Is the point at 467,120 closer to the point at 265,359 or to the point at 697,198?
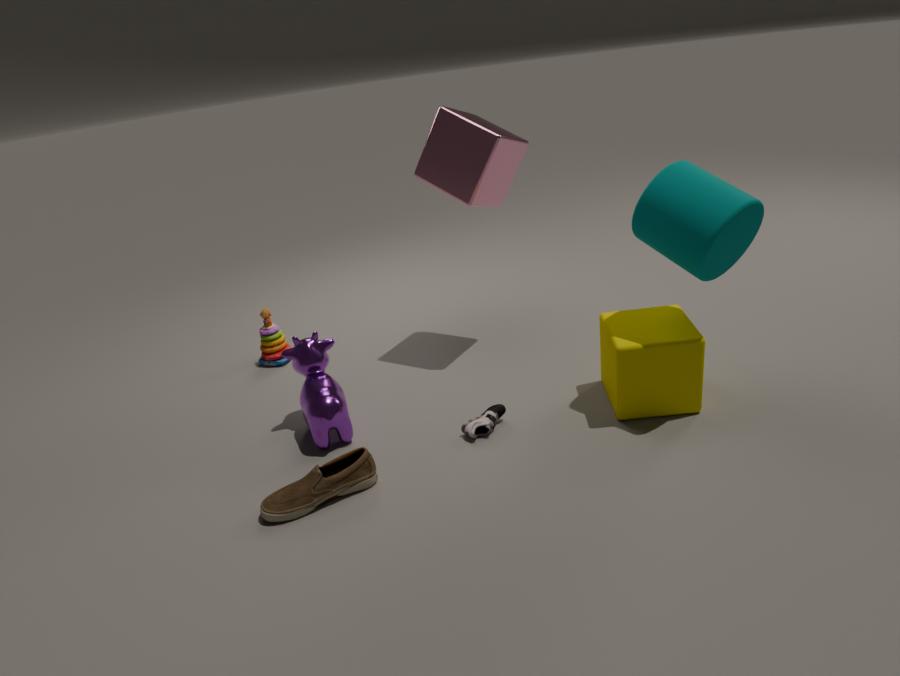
the point at 697,198
